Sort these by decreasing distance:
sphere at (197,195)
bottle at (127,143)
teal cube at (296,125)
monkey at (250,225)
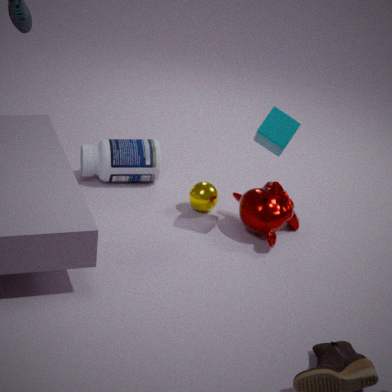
bottle at (127,143), sphere at (197,195), monkey at (250,225), teal cube at (296,125)
